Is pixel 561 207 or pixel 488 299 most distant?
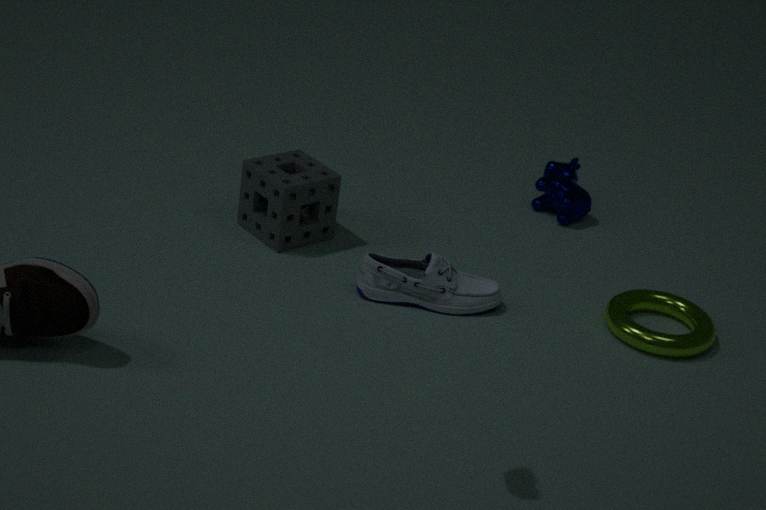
pixel 561 207
